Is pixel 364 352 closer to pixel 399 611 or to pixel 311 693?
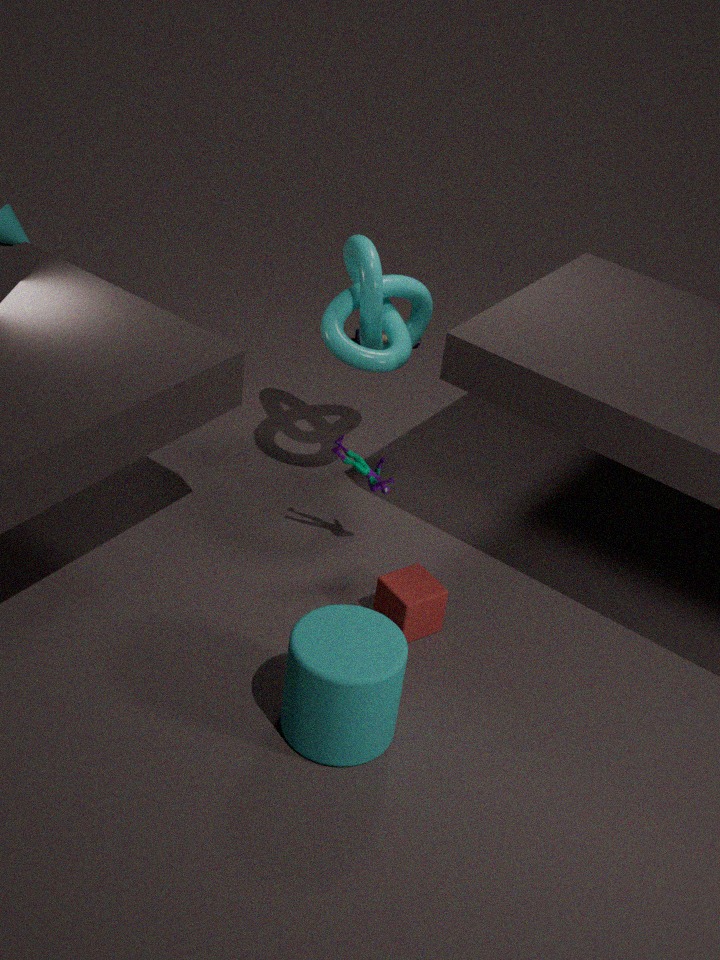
pixel 399 611
